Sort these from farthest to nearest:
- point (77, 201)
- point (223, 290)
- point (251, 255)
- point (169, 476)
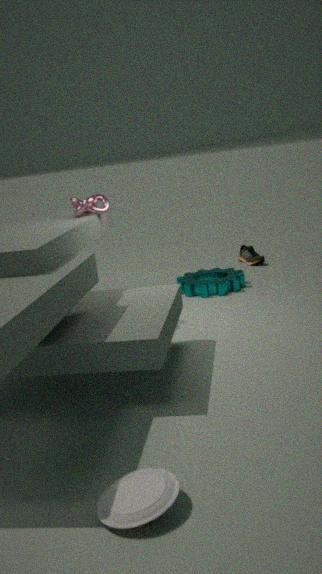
1. point (251, 255)
2. point (223, 290)
3. point (77, 201)
4. point (169, 476)
